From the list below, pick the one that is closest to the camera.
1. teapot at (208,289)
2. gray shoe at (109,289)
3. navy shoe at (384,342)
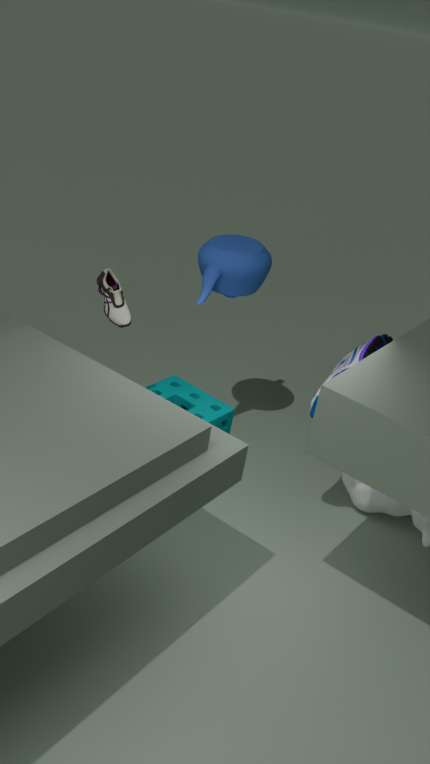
navy shoe at (384,342)
